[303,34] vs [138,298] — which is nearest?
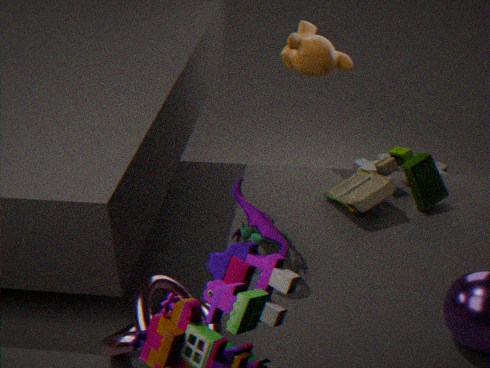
[138,298]
